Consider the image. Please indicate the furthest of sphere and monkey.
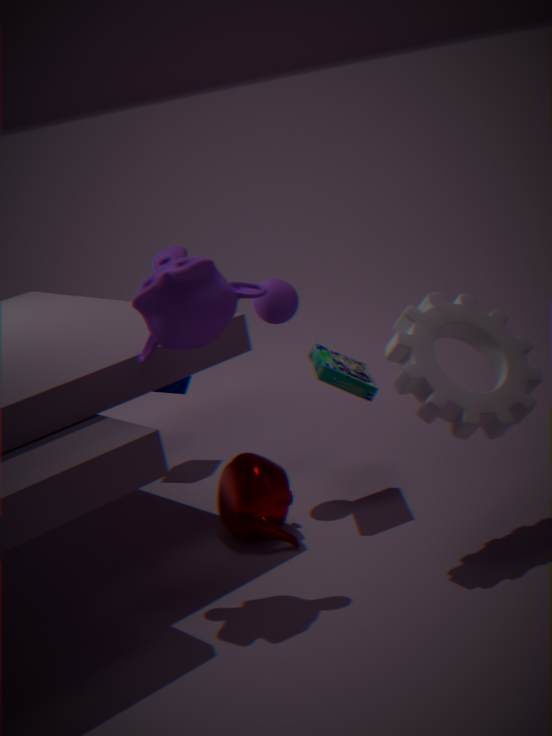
sphere
